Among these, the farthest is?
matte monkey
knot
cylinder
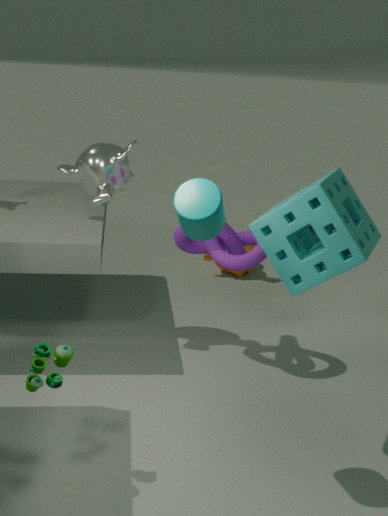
matte monkey
